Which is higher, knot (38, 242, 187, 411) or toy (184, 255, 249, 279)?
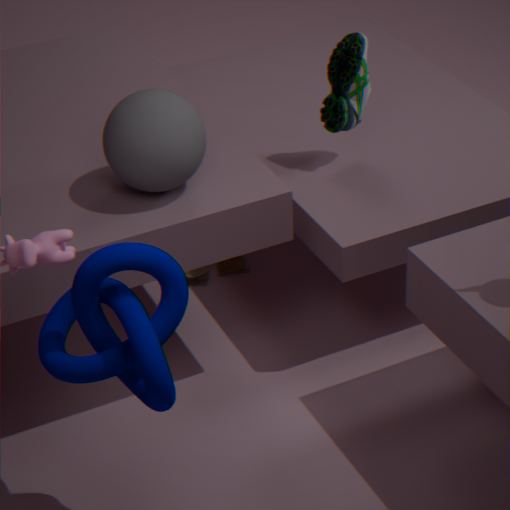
knot (38, 242, 187, 411)
